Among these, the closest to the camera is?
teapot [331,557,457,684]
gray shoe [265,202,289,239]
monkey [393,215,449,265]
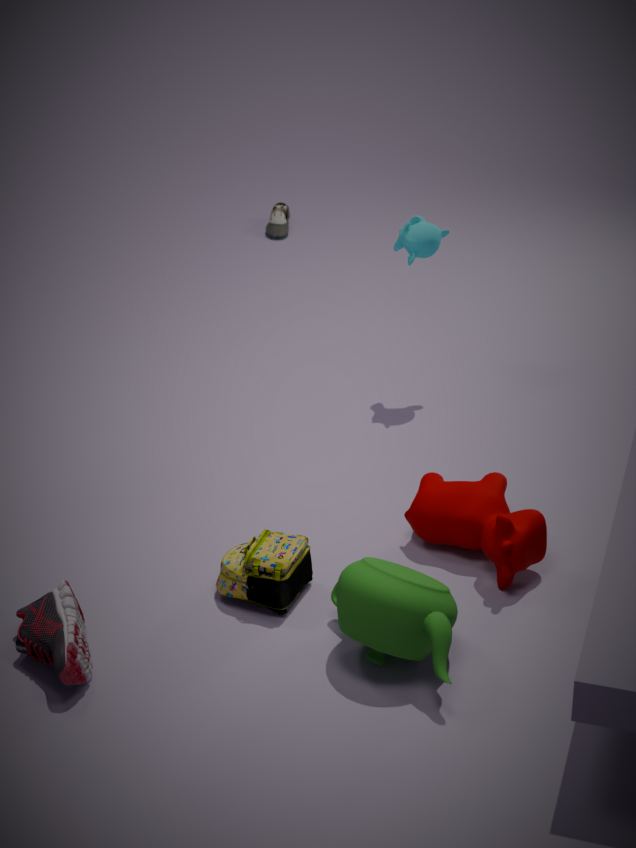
teapot [331,557,457,684]
